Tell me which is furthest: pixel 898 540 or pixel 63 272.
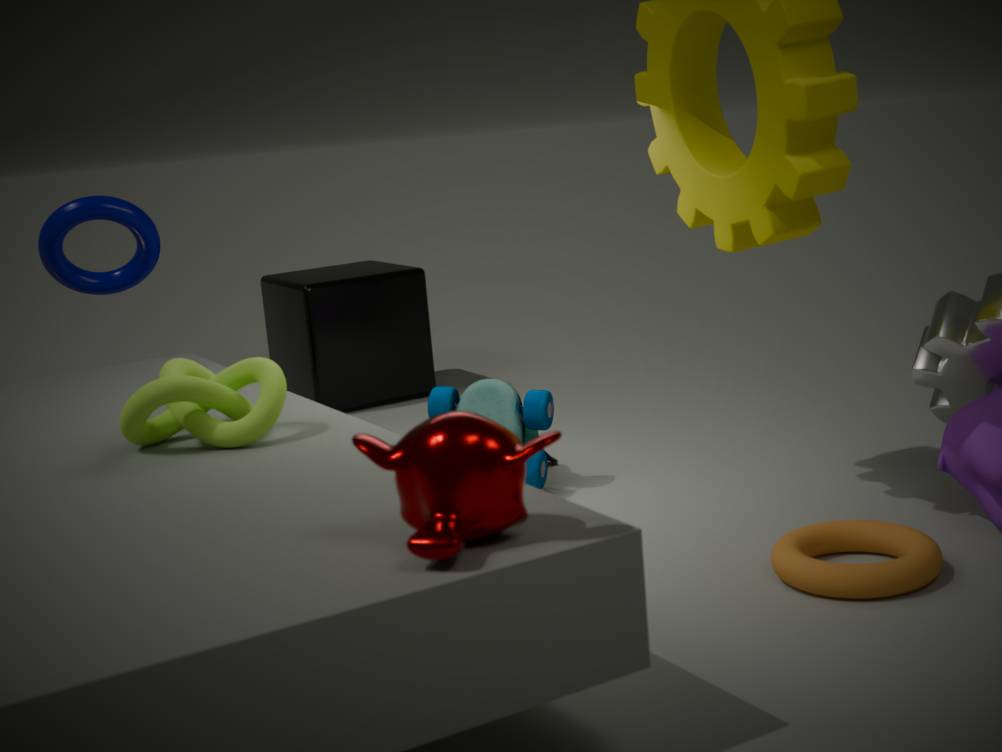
pixel 63 272
